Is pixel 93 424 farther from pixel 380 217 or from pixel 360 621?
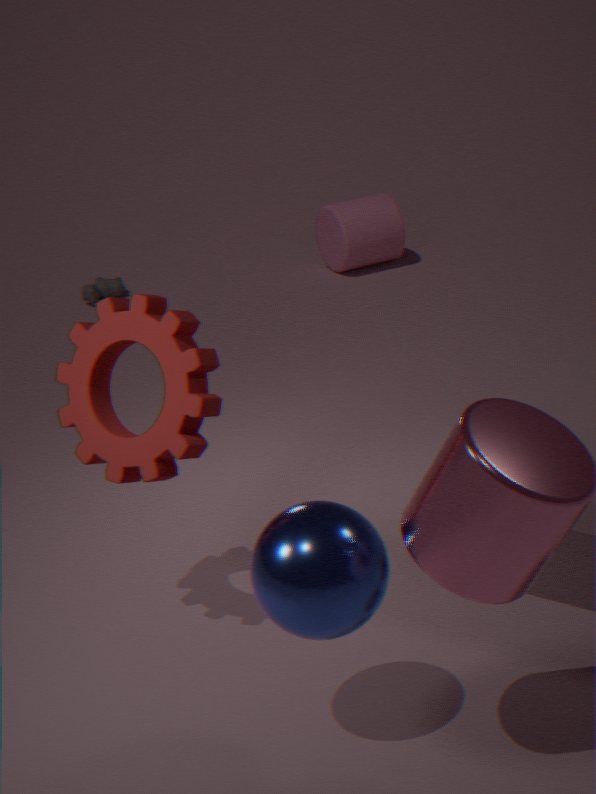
pixel 380 217
